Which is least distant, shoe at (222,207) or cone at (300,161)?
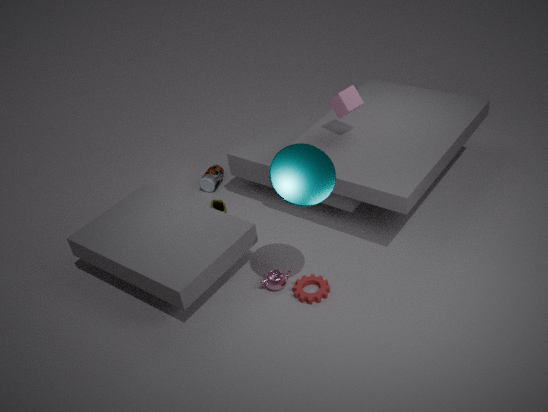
cone at (300,161)
